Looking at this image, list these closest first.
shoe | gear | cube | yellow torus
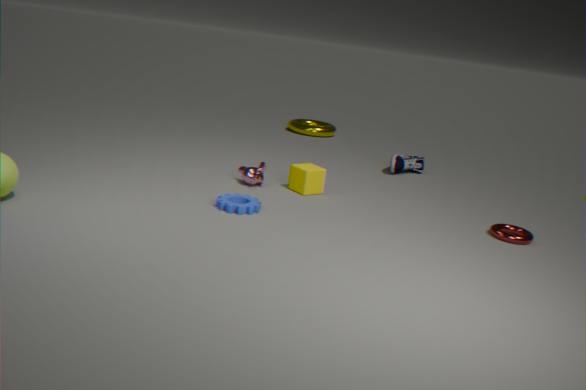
gear
cube
shoe
yellow torus
